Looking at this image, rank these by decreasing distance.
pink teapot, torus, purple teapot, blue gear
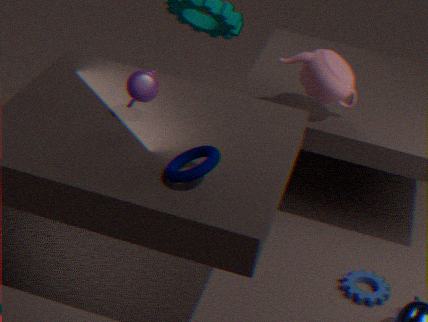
pink teapot → blue gear → purple teapot → torus
